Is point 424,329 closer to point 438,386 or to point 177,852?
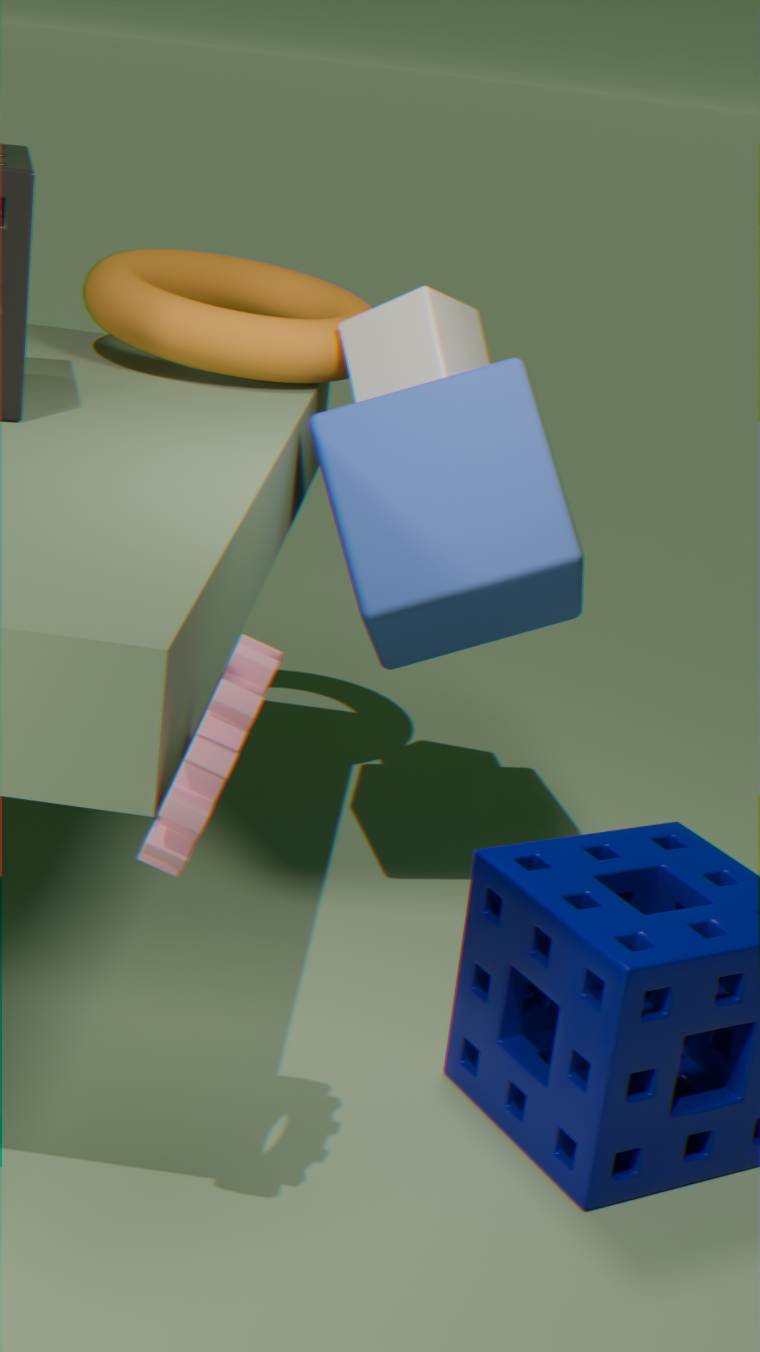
point 438,386
